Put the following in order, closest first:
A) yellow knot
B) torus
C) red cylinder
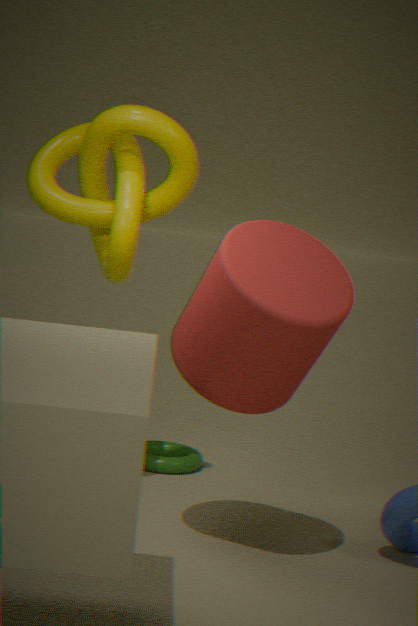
red cylinder
yellow knot
torus
